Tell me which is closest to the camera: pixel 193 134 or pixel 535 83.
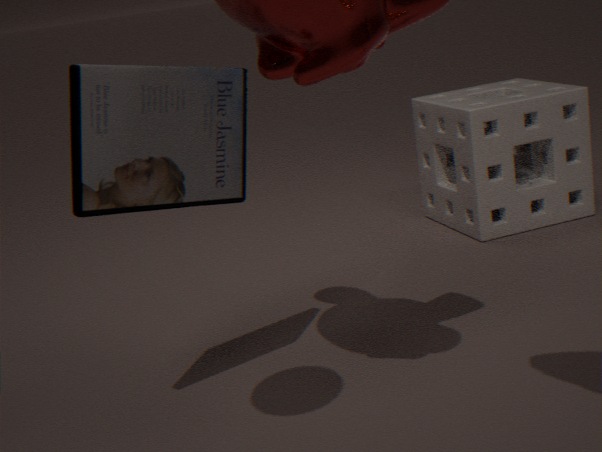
pixel 193 134
